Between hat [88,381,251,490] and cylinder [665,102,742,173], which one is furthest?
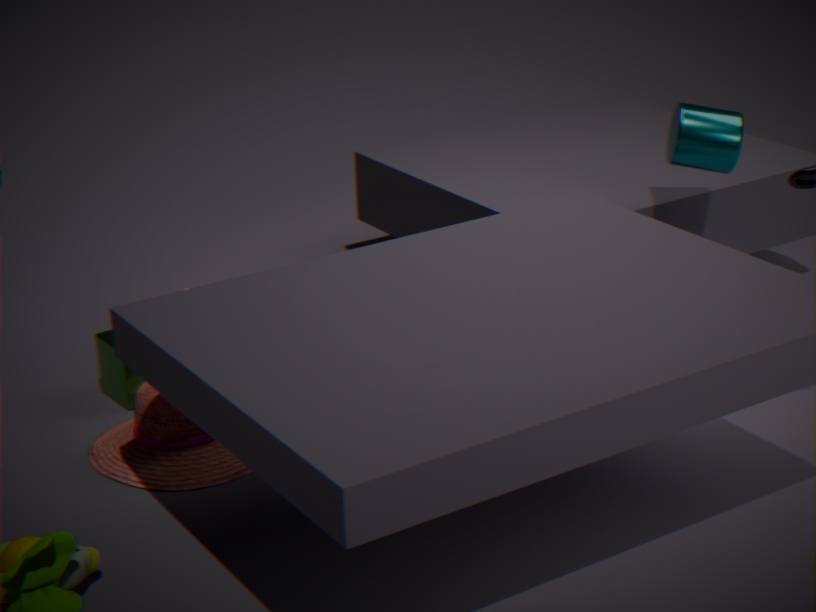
cylinder [665,102,742,173]
